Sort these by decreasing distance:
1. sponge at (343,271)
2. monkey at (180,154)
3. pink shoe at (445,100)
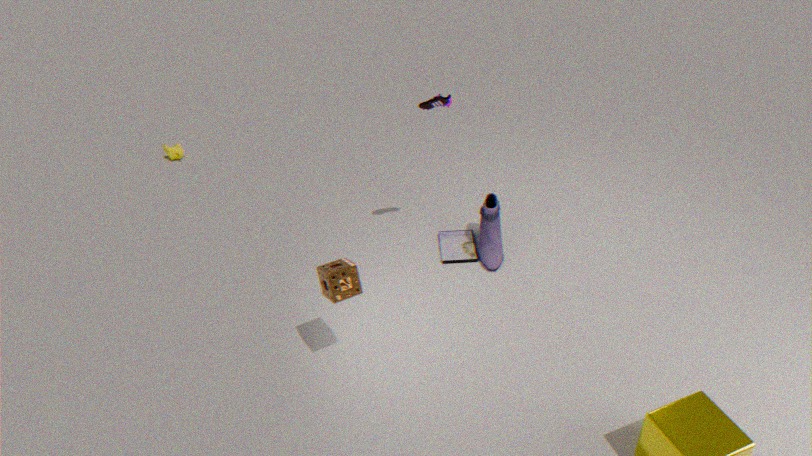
monkey at (180,154) → pink shoe at (445,100) → sponge at (343,271)
